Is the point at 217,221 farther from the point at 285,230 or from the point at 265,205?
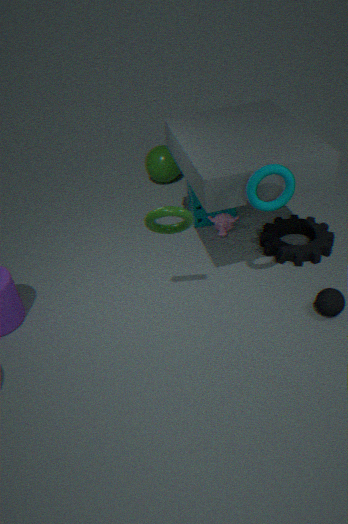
the point at 265,205
